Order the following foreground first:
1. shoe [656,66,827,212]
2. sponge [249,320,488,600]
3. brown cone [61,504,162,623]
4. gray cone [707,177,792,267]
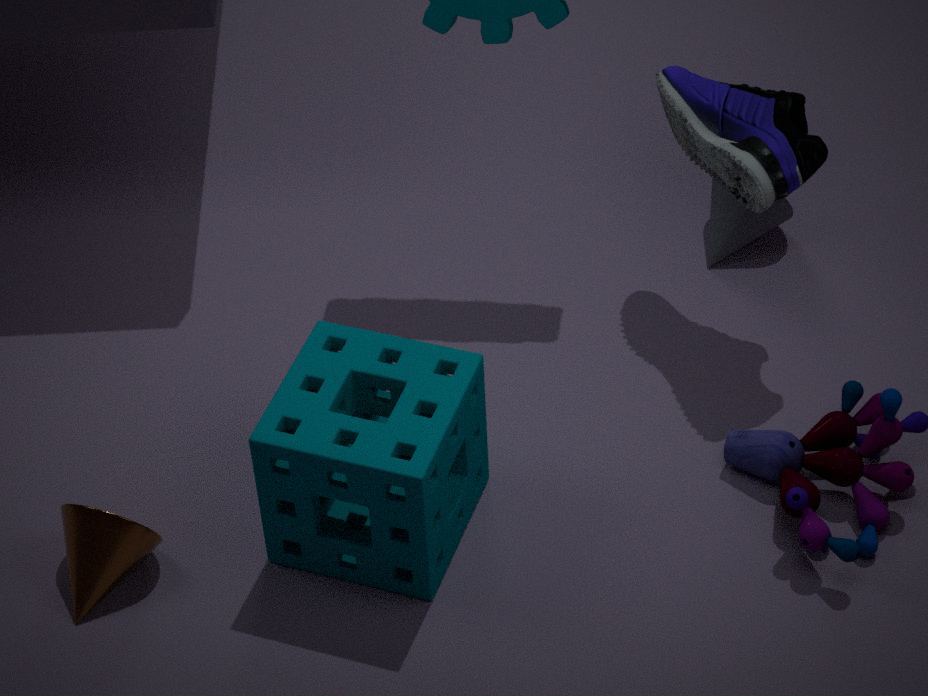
sponge [249,320,488,600] → brown cone [61,504,162,623] → shoe [656,66,827,212] → gray cone [707,177,792,267]
